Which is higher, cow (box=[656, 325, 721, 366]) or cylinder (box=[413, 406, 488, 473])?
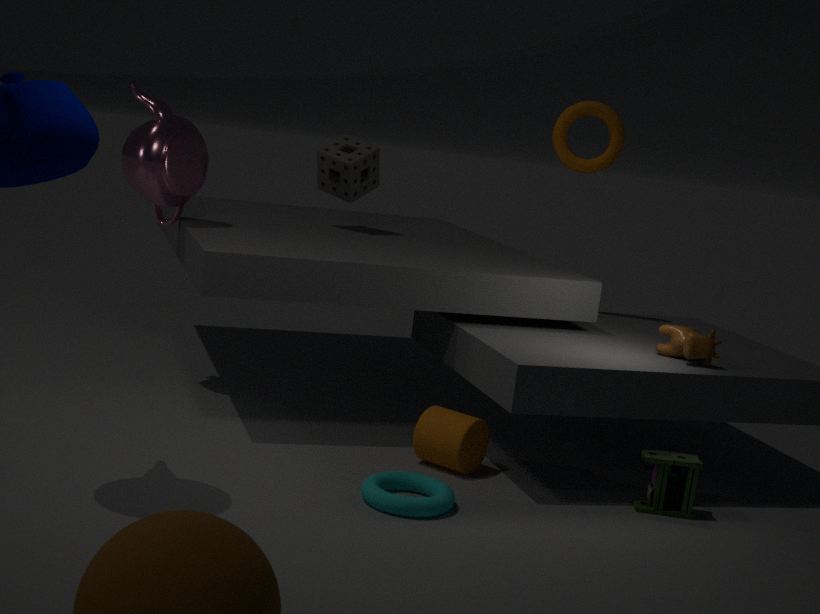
cow (box=[656, 325, 721, 366])
